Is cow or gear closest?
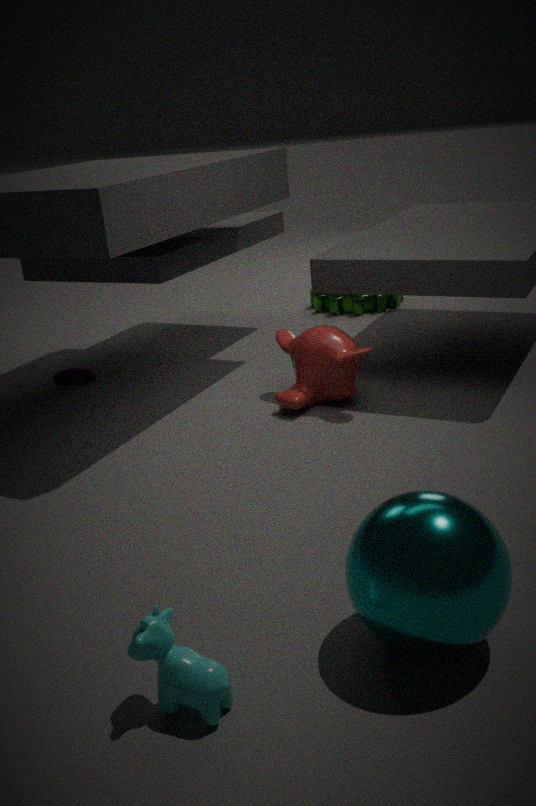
cow
